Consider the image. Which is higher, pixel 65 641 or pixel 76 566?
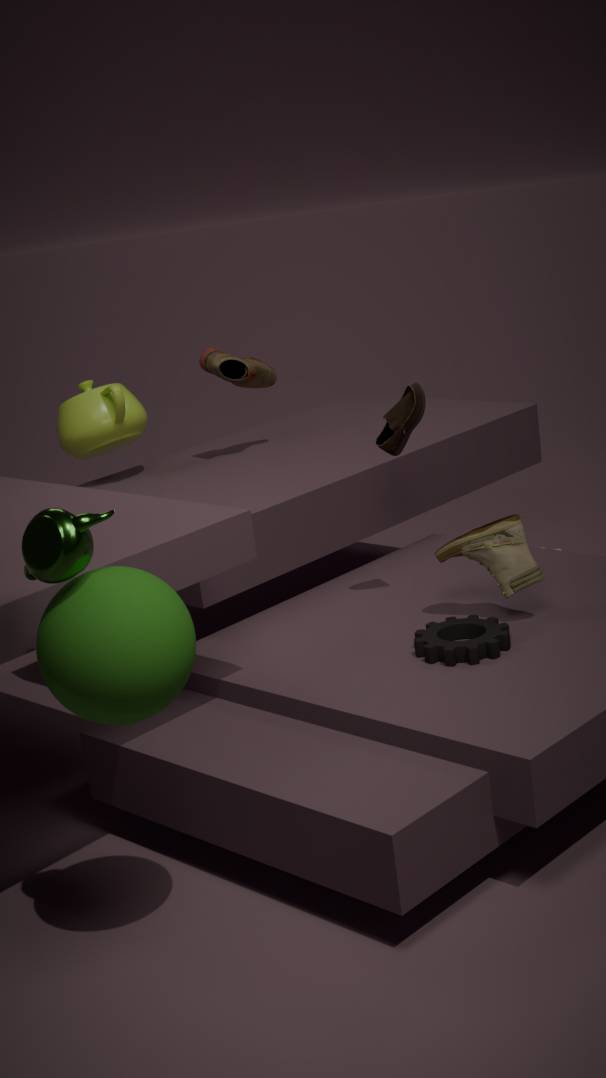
pixel 76 566
